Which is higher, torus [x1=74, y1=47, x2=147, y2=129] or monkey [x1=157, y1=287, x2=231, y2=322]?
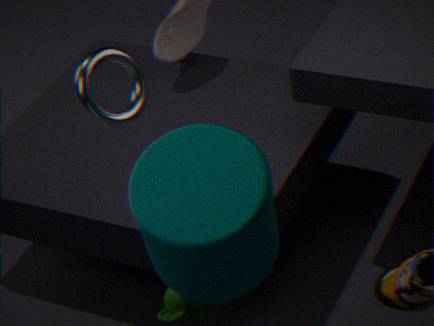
torus [x1=74, y1=47, x2=147, y2=129]
